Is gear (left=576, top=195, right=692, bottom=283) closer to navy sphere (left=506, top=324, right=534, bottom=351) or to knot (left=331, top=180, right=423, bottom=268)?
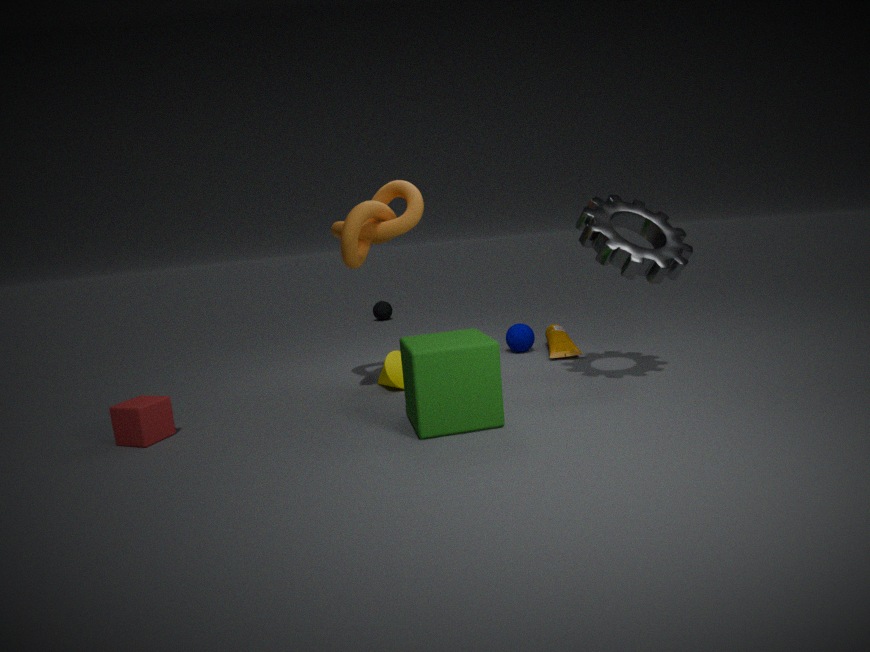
knot (left=331, top=180, right=423, bottom=268)
